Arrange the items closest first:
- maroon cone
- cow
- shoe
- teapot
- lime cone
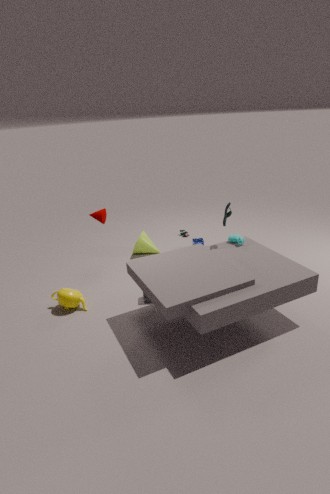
teapot → shoe → cow → maroon cone → lime cone
